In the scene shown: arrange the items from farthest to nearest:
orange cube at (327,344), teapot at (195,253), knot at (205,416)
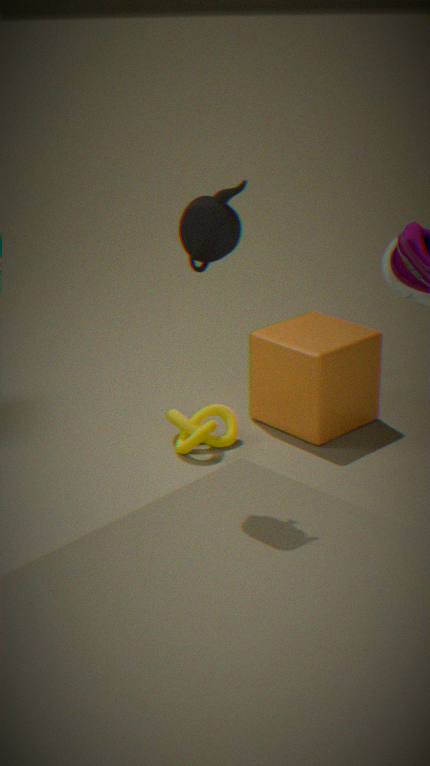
orange cube at (327,344) → knot at (205,416) → teapot at (195,253)
